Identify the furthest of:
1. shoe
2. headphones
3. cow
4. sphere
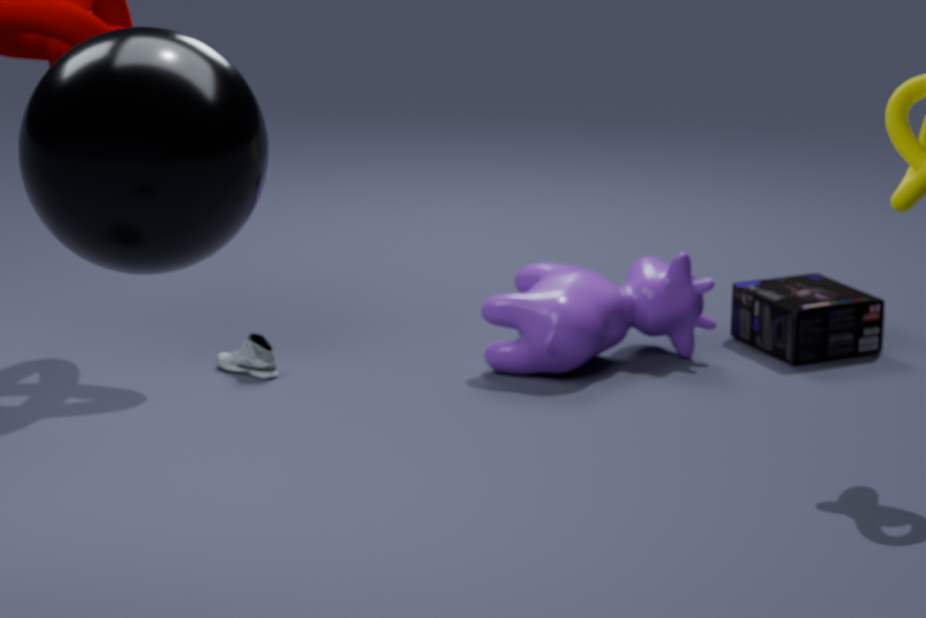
headphones
